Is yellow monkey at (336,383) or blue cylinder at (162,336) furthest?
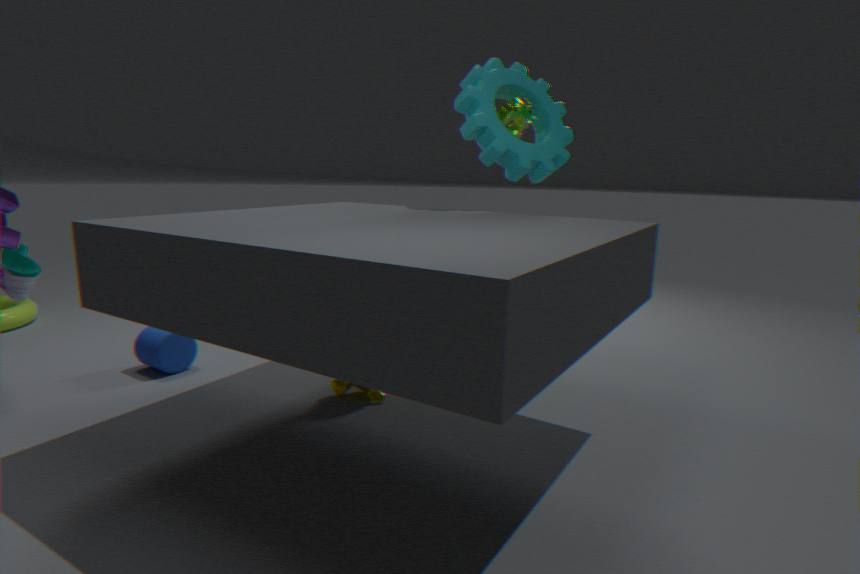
blue cylinder at (162,336)
